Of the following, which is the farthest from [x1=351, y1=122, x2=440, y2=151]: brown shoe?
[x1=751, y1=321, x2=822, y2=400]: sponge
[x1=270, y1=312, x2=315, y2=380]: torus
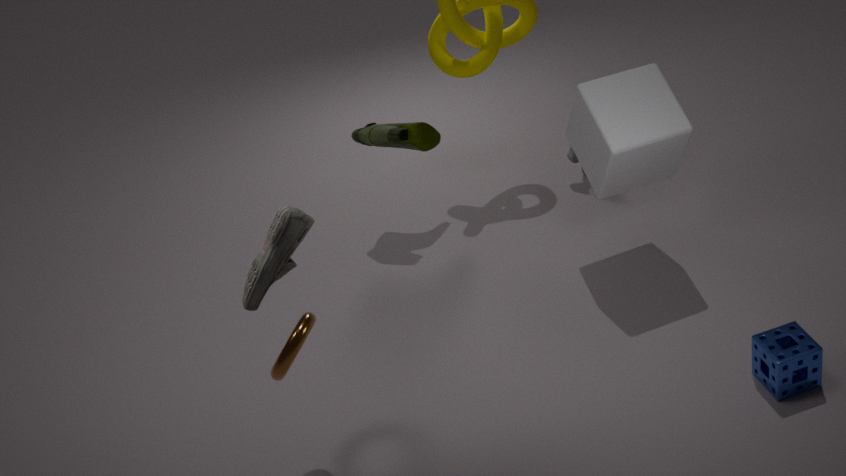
[x1=751, y1=321, x2=822, y2=400]: sponge
